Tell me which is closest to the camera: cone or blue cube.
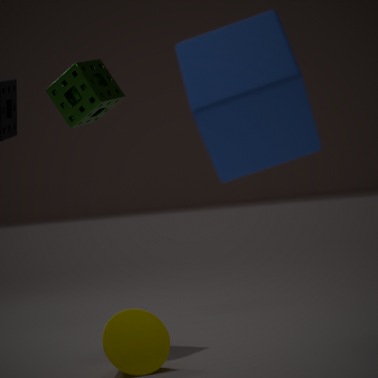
blue cube
